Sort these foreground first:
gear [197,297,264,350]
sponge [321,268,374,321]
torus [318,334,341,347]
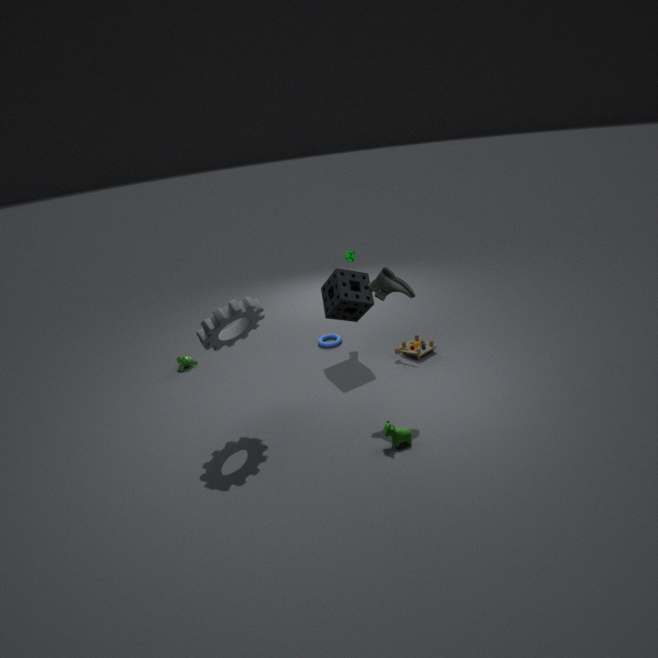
1. gear [197,297,264,350]
2. sponge [321,268,374,321]
3. torus [318,334,341,347]
